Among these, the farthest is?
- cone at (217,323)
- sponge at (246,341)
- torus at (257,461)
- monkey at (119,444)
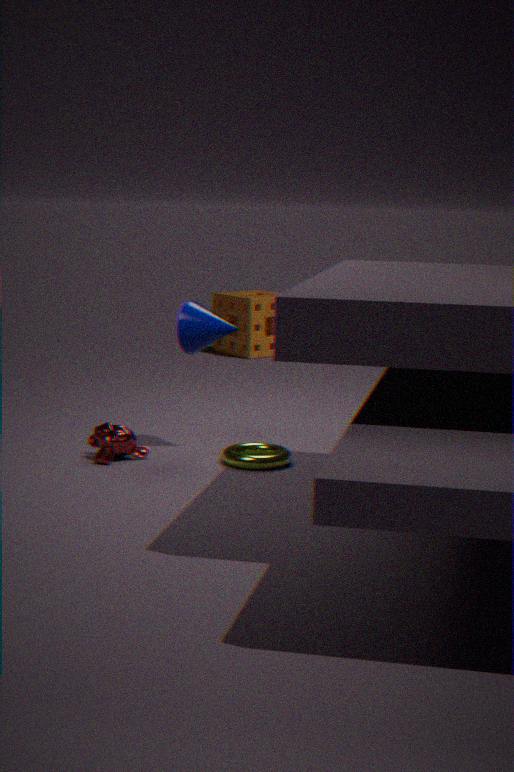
sponge at (246,341)
